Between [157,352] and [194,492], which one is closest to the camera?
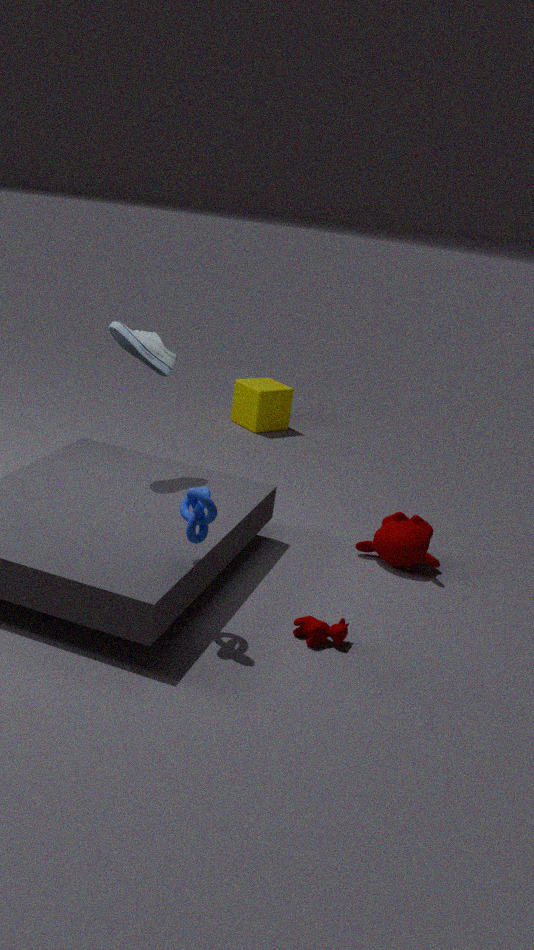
[194,492]
